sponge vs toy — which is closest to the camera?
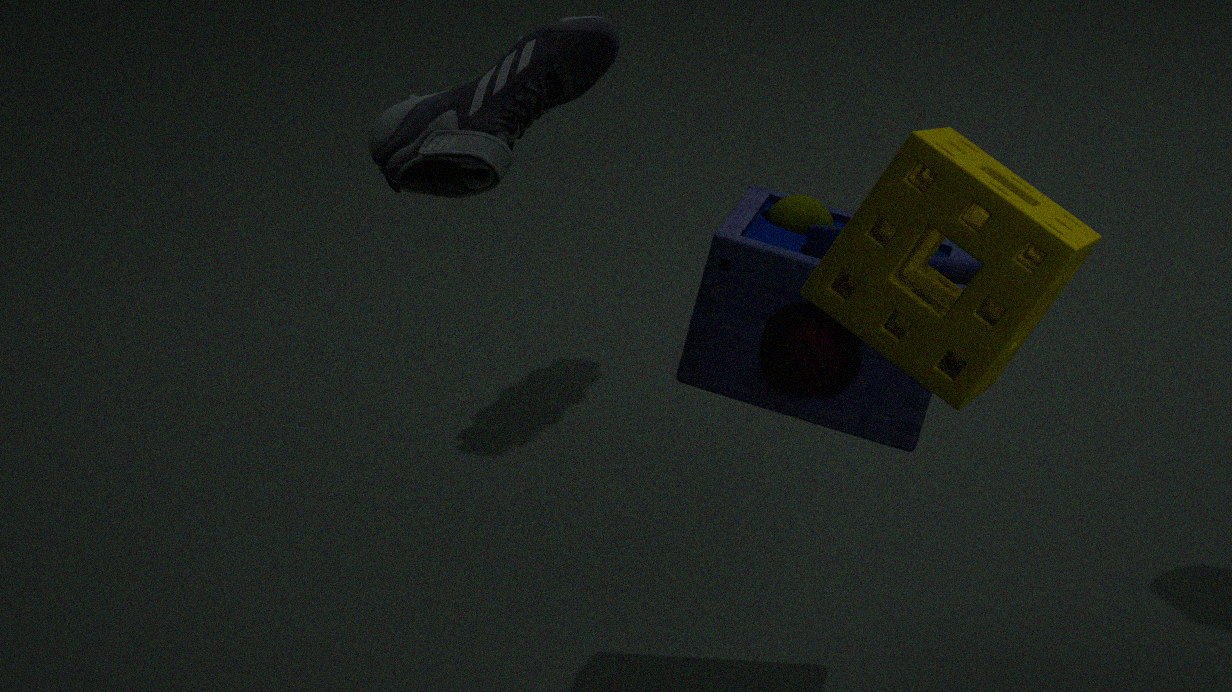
sponge
